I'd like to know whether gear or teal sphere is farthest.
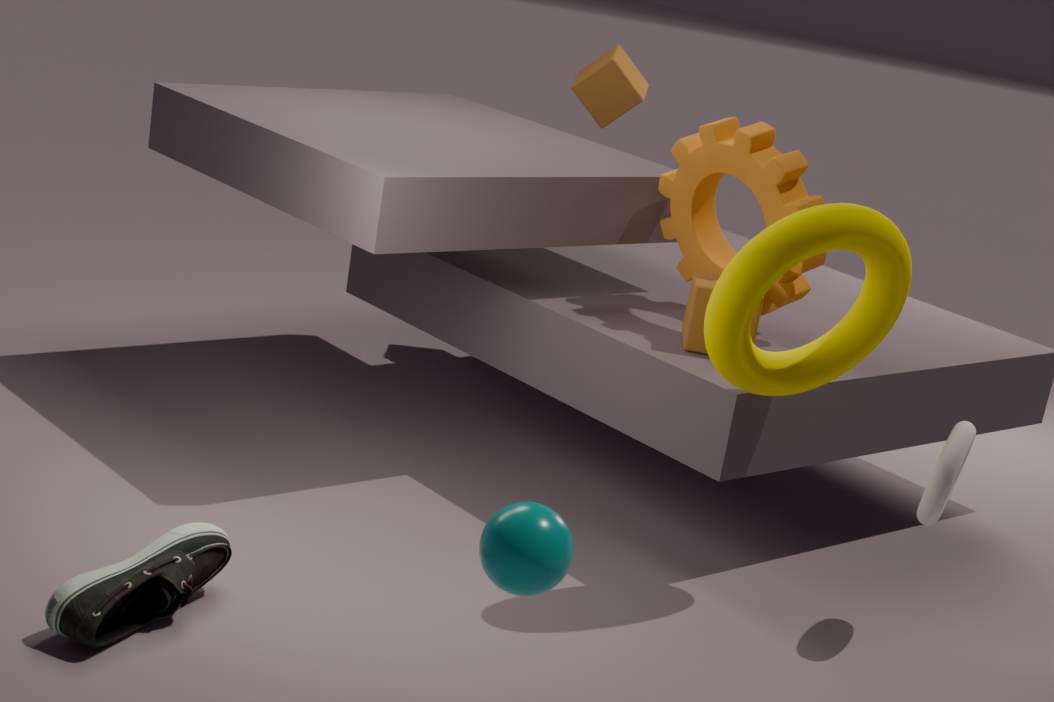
gear
